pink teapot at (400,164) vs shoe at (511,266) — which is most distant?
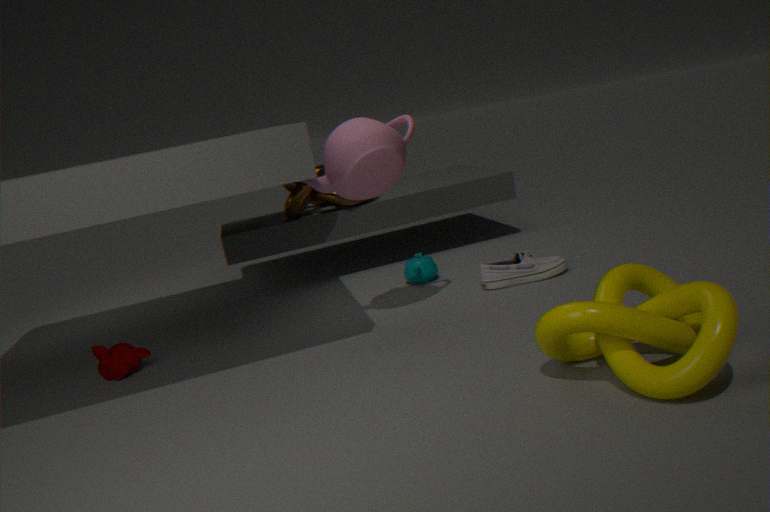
shoe at (511,266)
